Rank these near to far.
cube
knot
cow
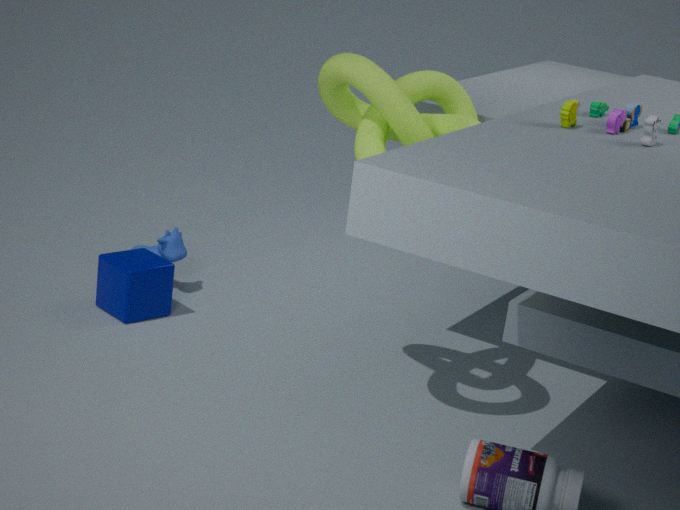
knot
cube
cow
